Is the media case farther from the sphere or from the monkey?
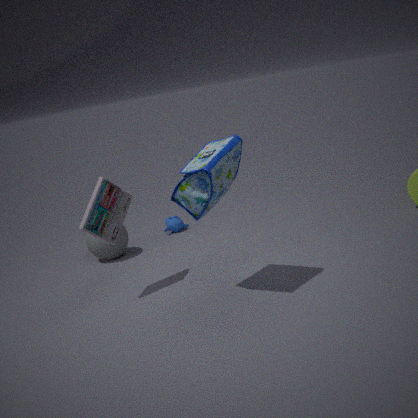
the monkey
